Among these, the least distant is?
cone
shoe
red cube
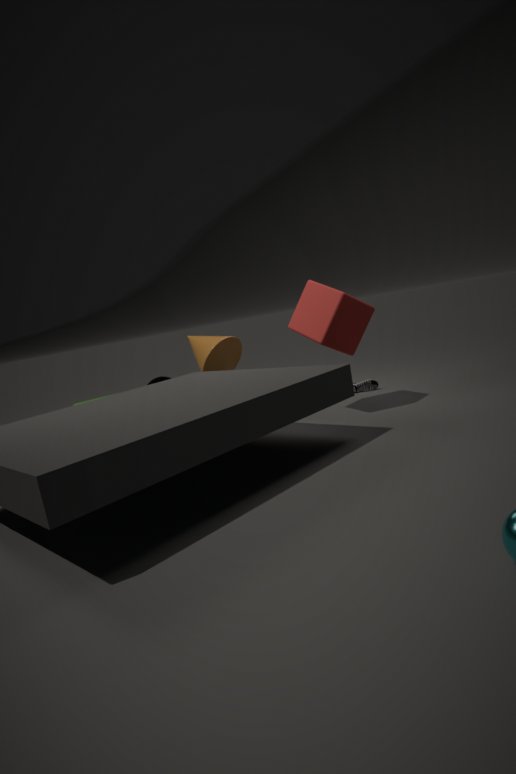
red cube
